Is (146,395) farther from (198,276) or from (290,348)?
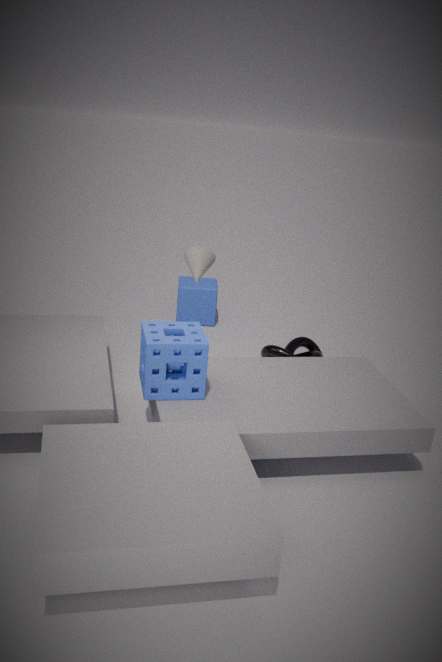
(290,348)
